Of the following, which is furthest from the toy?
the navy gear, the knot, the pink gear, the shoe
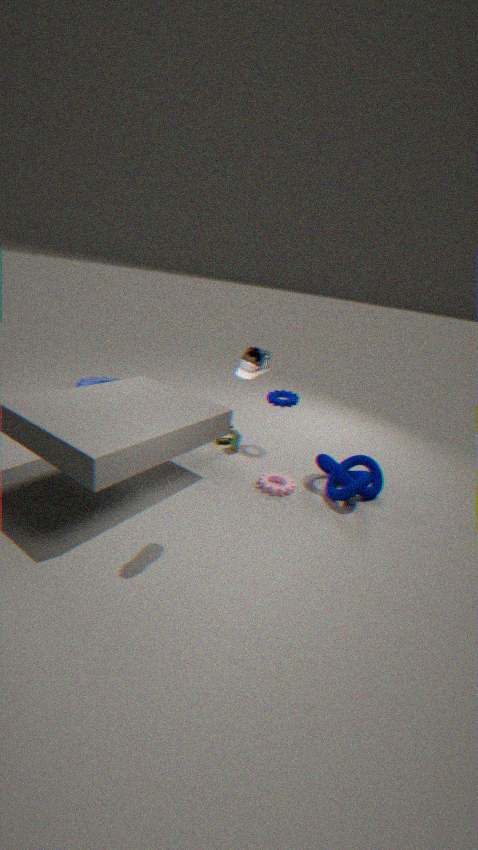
the shoe
